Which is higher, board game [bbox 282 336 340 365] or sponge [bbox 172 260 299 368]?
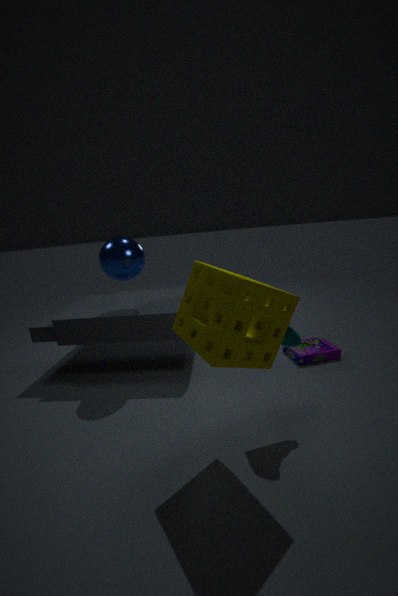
sponge [bbox 172 260 299 368]
